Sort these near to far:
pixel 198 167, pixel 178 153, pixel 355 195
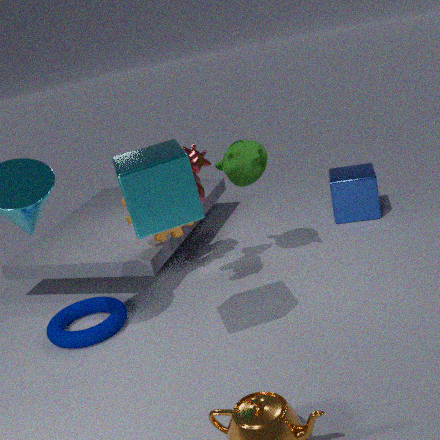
pixel 178 153 < pixel 198 167 < pixel 355 195
